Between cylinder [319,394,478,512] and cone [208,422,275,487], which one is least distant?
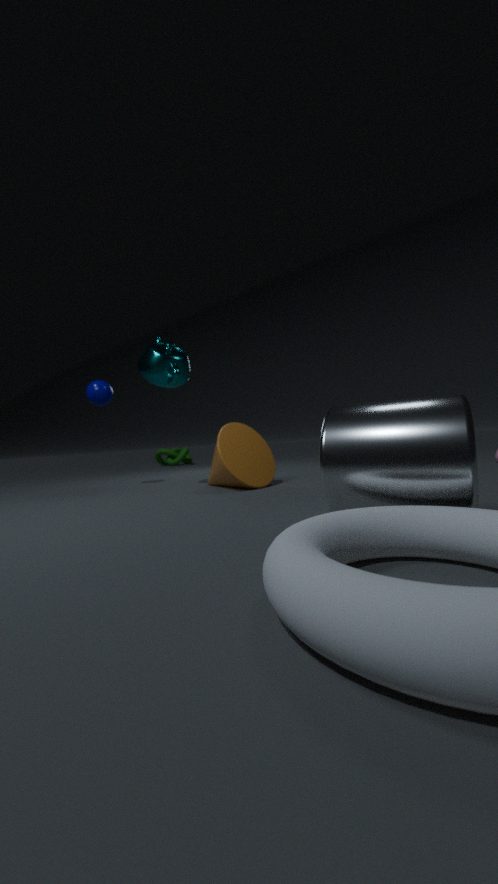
cylinder [319,394,478,512]
